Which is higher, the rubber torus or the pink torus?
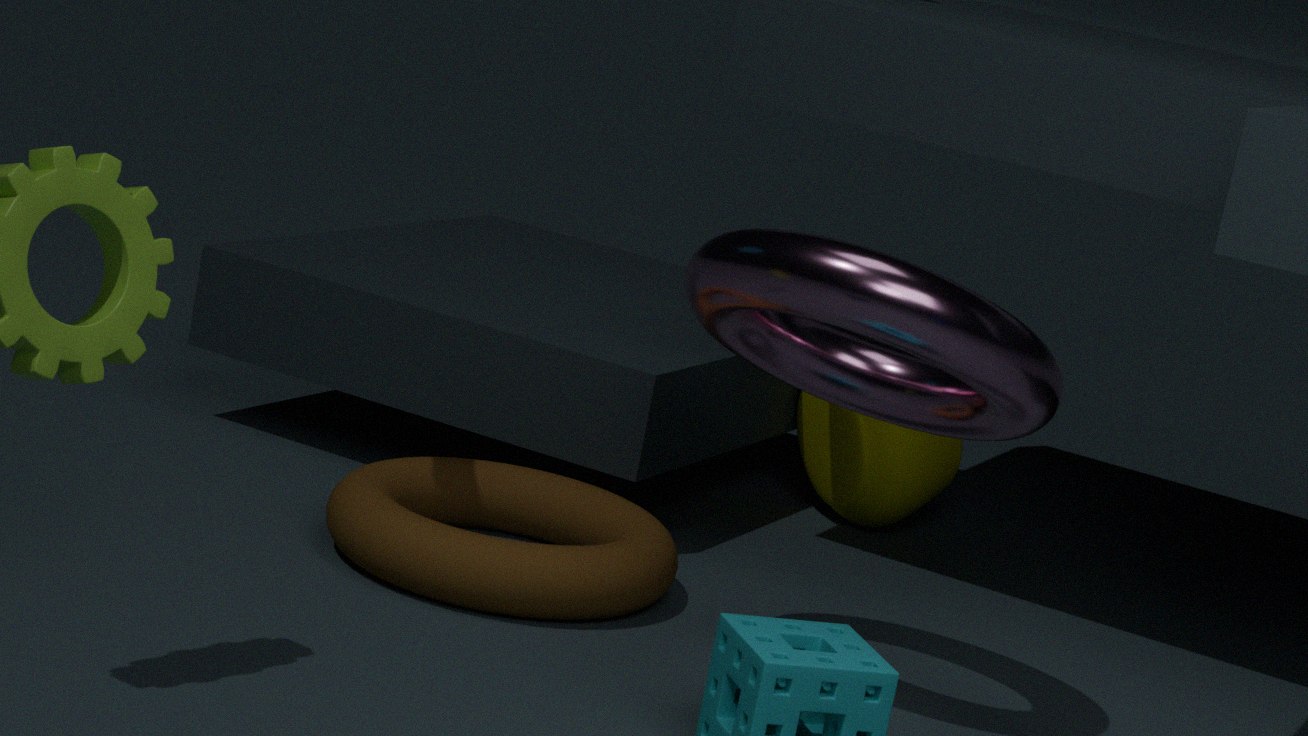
the pink torus
